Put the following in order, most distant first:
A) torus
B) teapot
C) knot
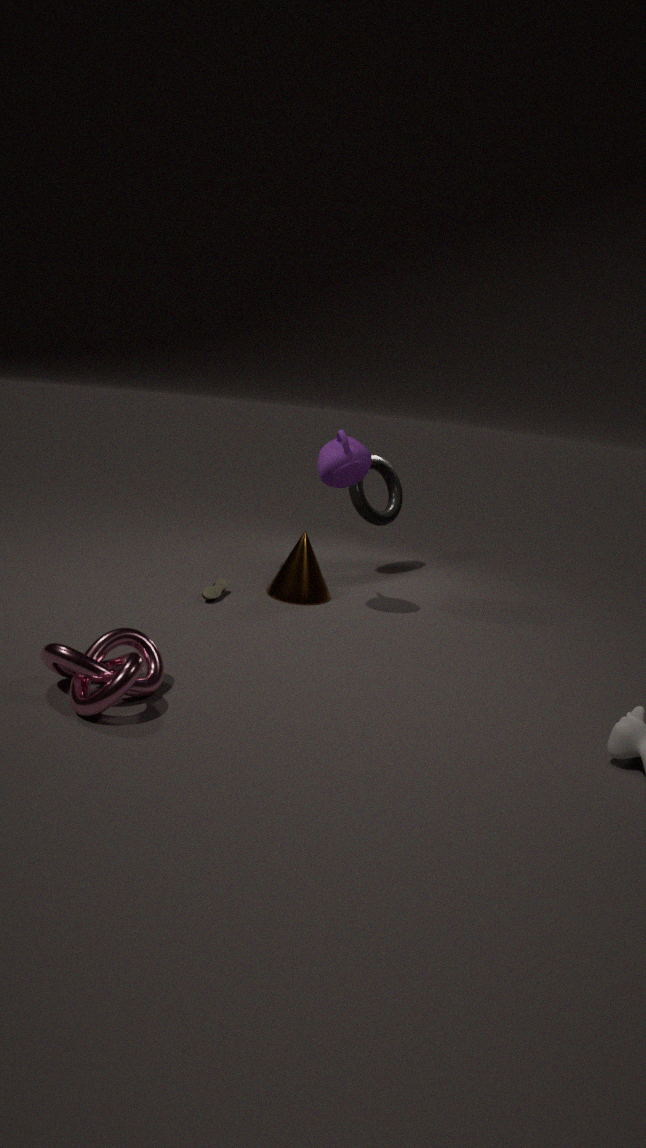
torus
teapot
knot
